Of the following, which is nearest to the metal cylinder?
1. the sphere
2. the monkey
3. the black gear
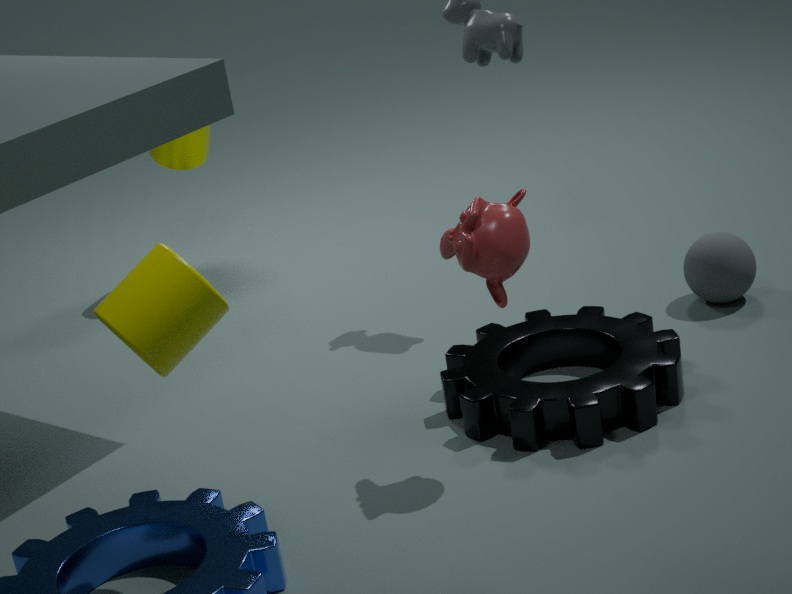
the black gear
